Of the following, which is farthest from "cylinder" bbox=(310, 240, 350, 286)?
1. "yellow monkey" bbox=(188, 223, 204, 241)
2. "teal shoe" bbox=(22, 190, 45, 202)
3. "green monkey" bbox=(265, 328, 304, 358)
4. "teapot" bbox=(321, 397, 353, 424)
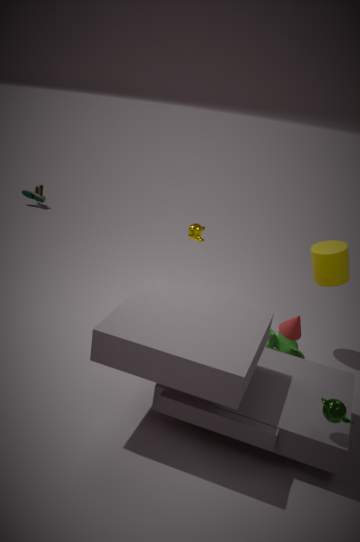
"teal shoe" bbox=(22, 190, 45, 202)
